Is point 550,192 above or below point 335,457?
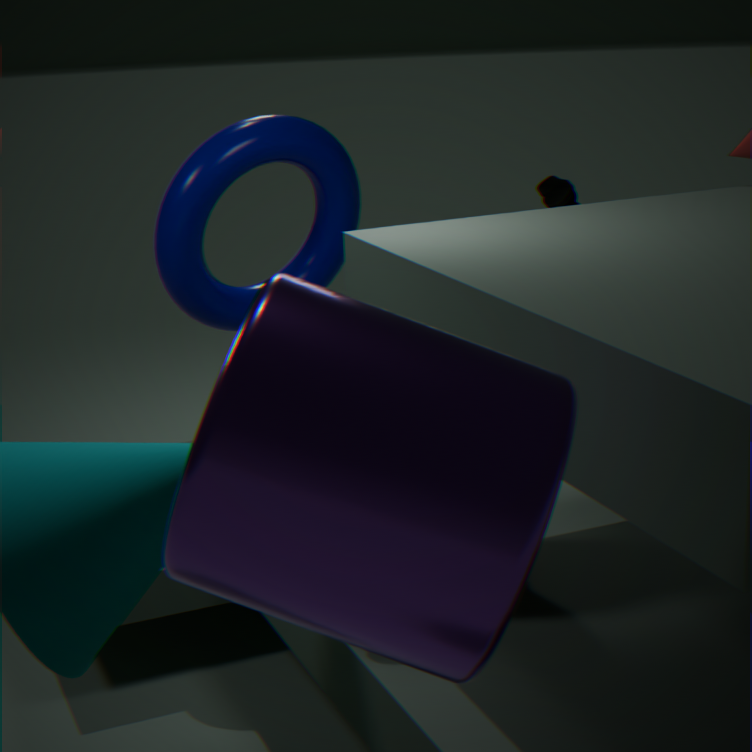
below
